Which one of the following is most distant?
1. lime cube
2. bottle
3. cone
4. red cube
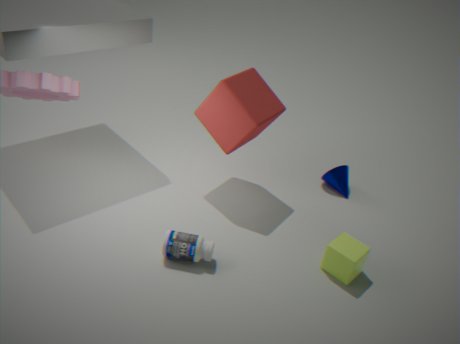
cone
